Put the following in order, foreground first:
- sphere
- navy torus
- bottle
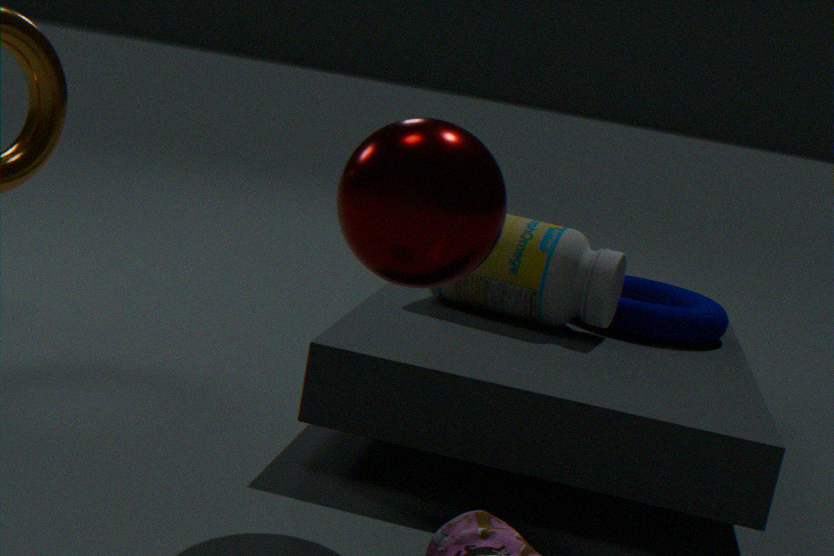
sphere, bottle, navy torus
